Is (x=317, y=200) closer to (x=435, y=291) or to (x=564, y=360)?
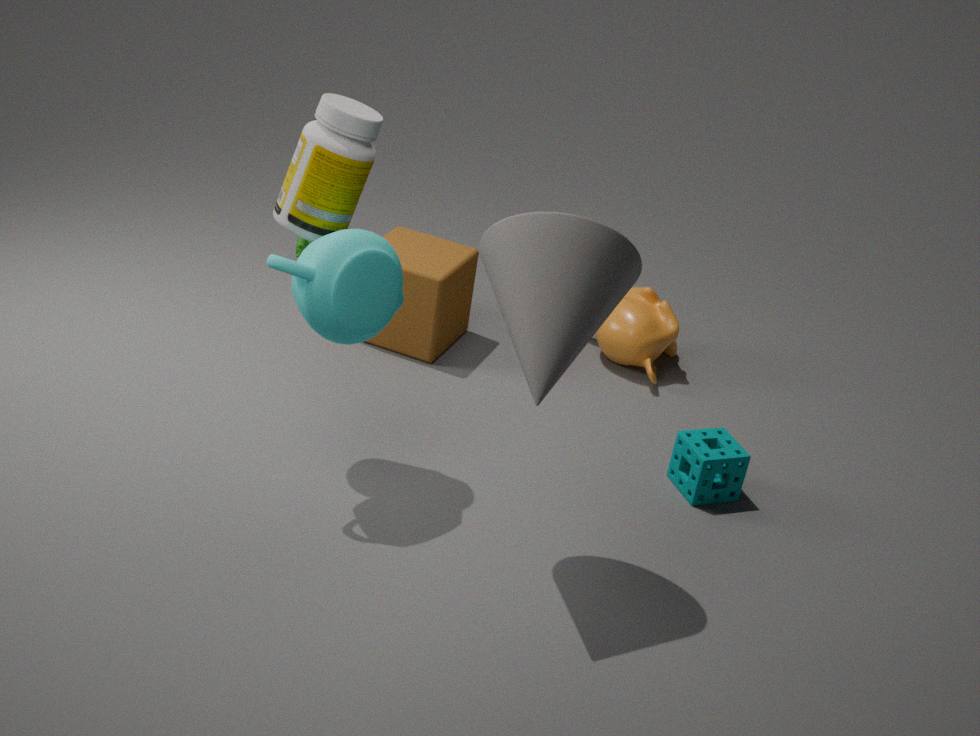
(x=564, y=360)
